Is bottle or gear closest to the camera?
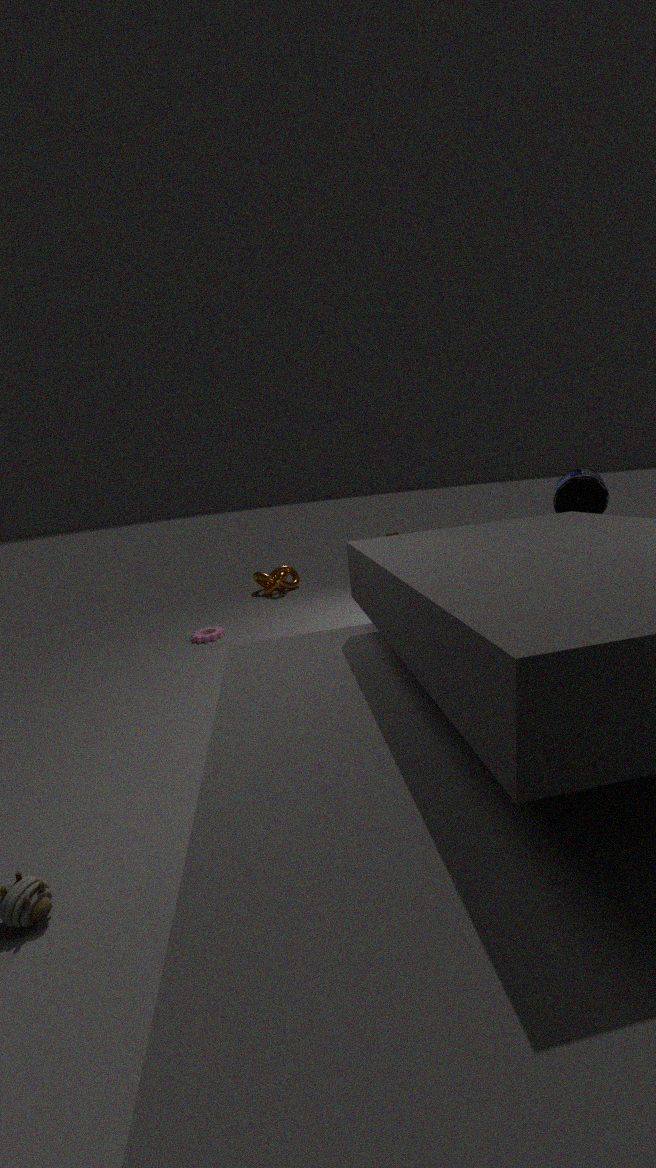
bottle
